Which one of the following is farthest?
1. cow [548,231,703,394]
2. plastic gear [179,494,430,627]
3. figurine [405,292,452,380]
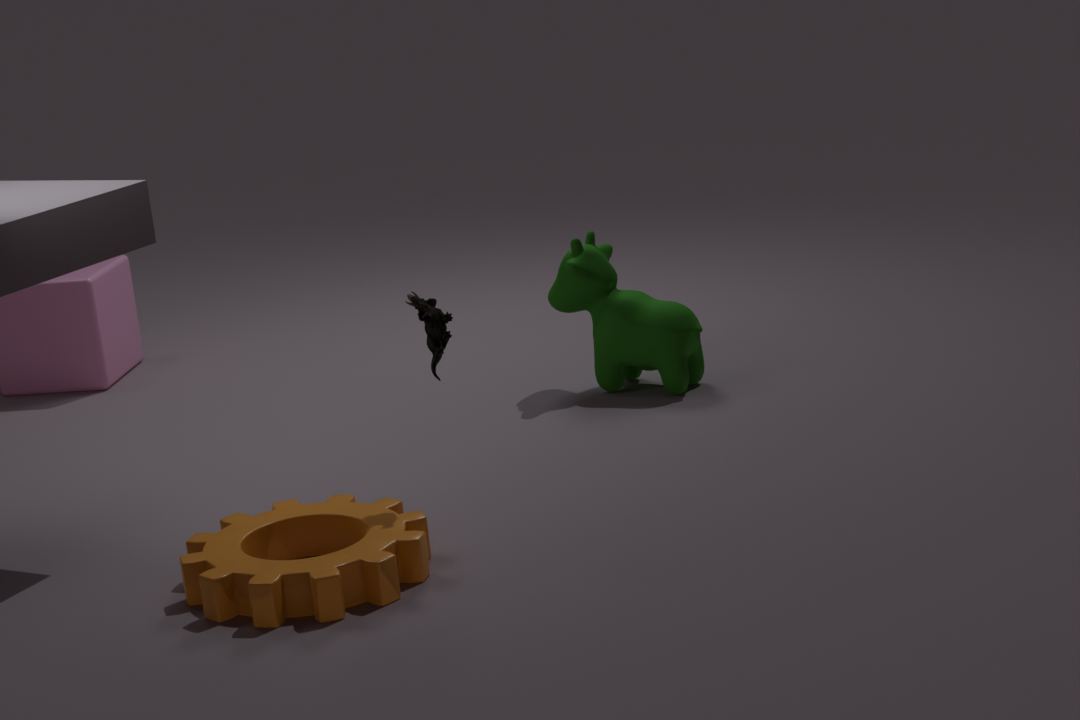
cow [548,231,703,394]
